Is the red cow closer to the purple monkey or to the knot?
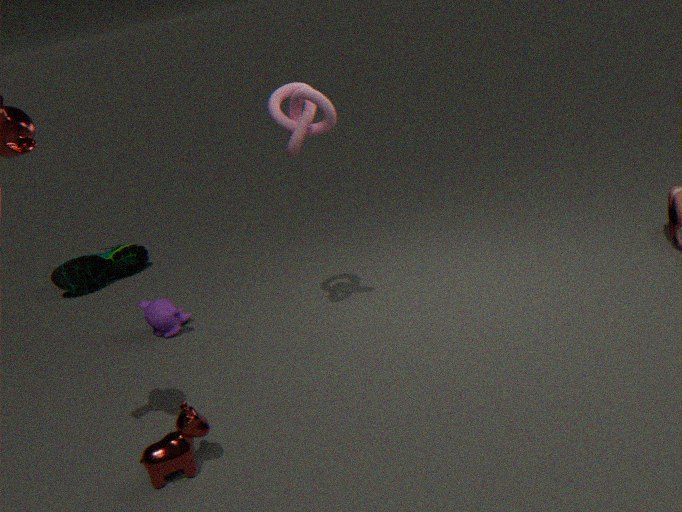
the purple monkey
